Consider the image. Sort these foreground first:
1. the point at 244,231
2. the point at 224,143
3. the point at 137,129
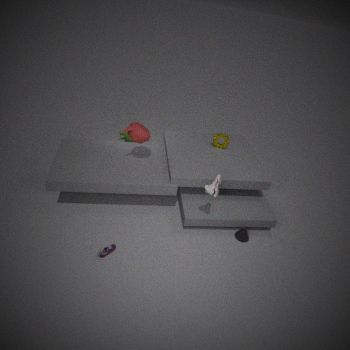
1. the point at 137,129
2. the point at 244,231
3. the point at 224,143
